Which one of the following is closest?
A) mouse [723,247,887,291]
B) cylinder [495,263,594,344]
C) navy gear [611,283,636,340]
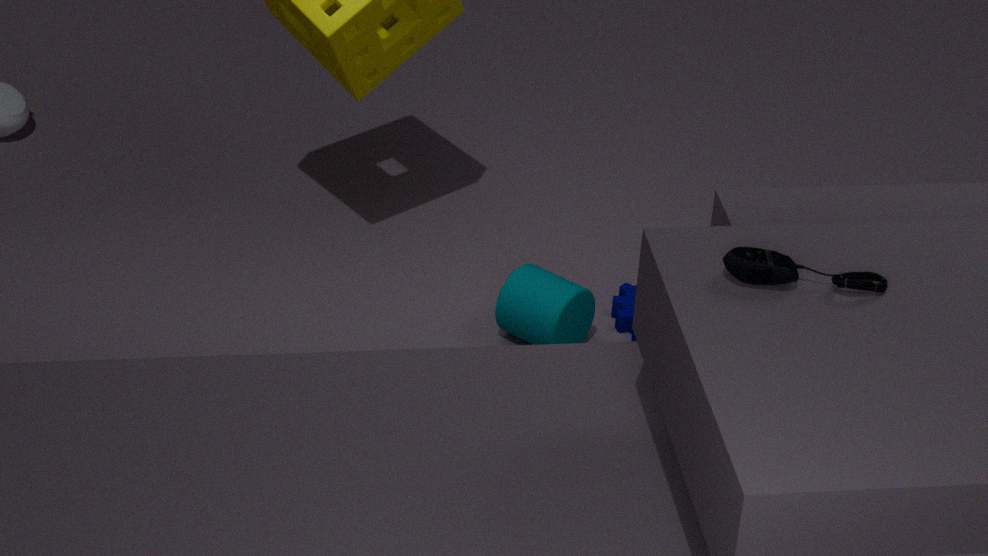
mouse [723,247,887,291]
